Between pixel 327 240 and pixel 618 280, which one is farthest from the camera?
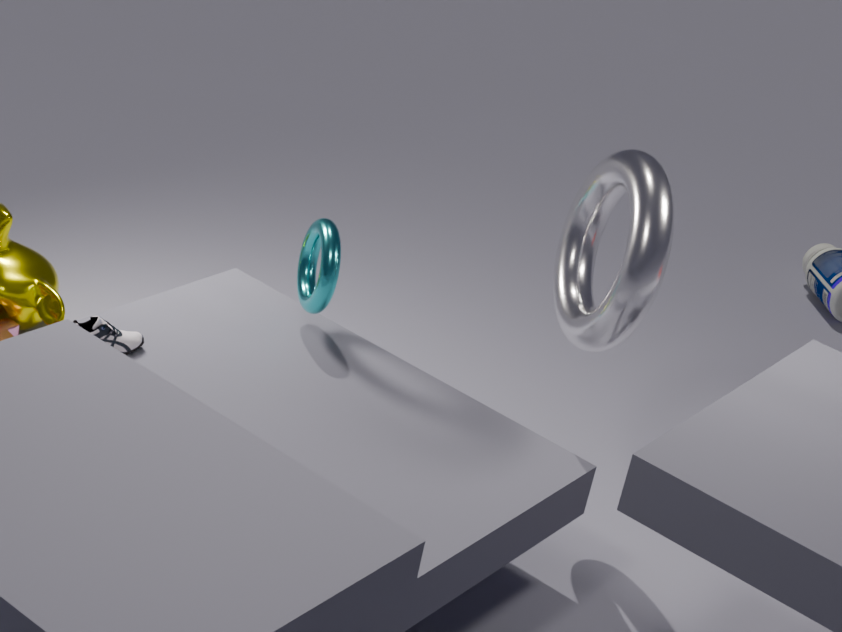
pixel 327 240
